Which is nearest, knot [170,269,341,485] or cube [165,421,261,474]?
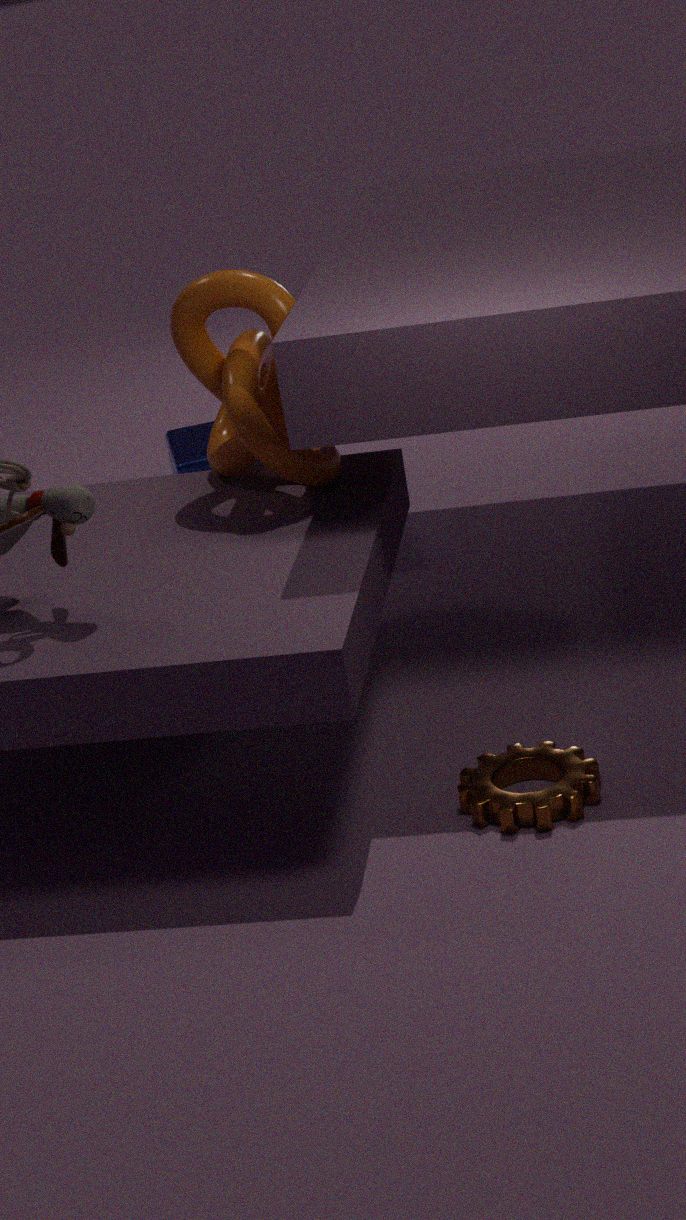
knot [170,269,341,485]
